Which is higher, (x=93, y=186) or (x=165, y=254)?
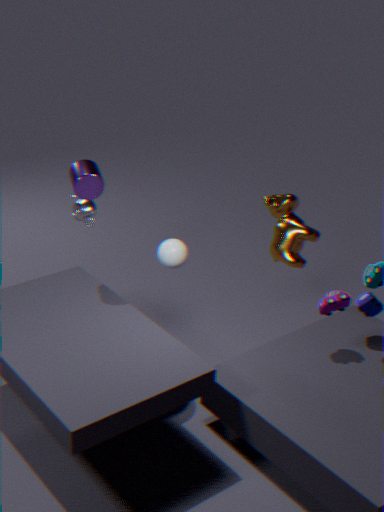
(x=93, y=186)
